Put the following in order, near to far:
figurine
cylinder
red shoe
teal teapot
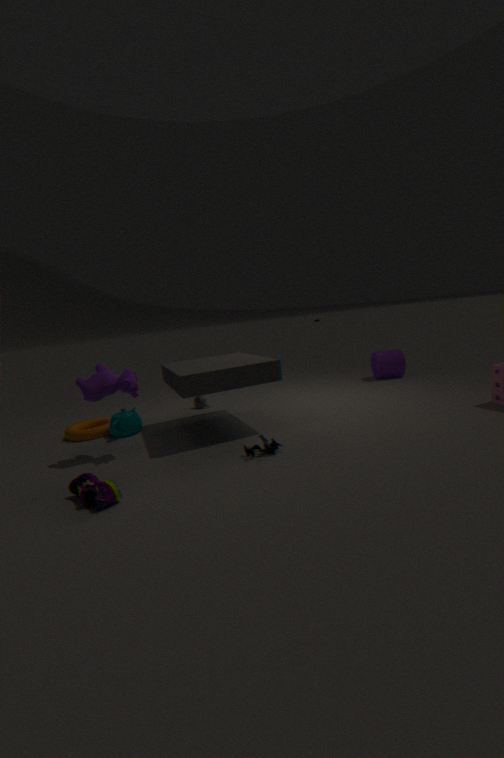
1. red shoe
2. figurine
3. teal teapot
4. cylinder
